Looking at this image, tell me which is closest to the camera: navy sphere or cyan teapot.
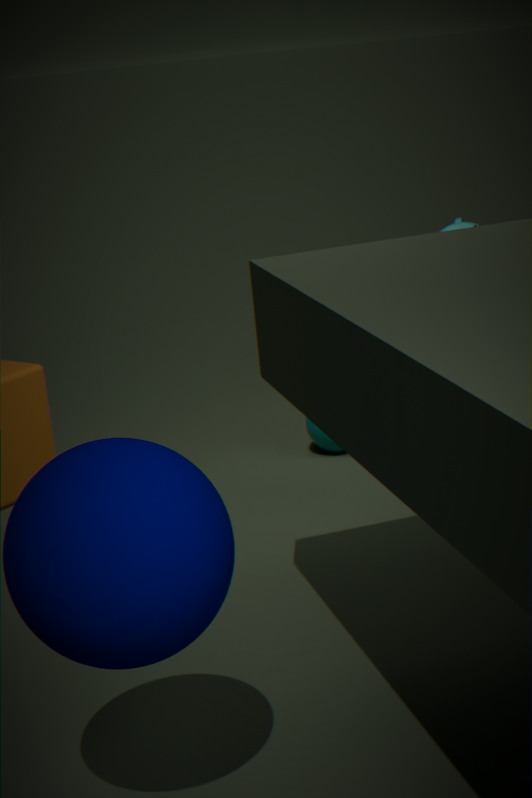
navy sphere
